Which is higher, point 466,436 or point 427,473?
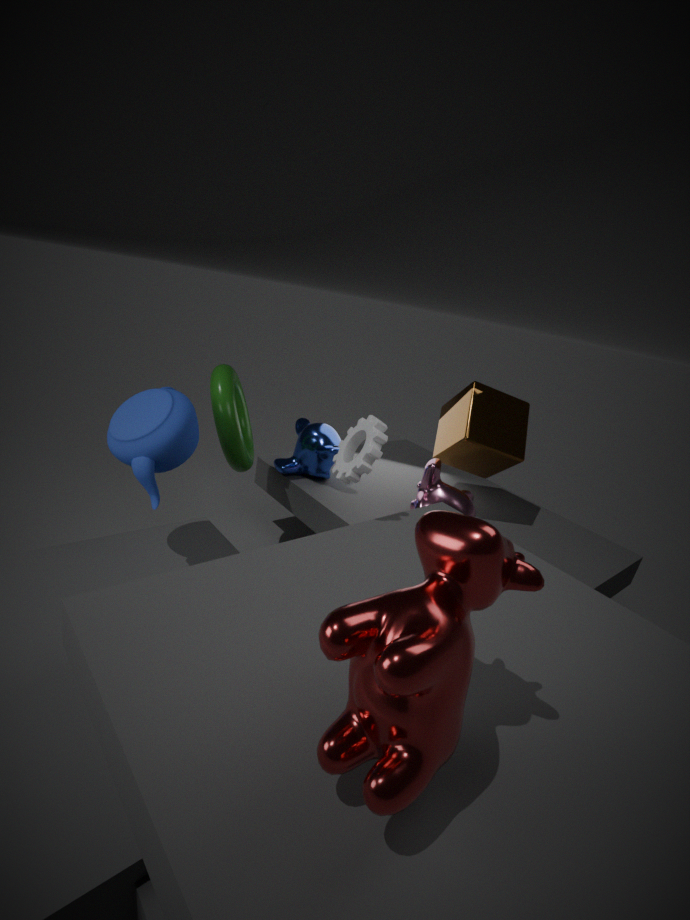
point 466,436
